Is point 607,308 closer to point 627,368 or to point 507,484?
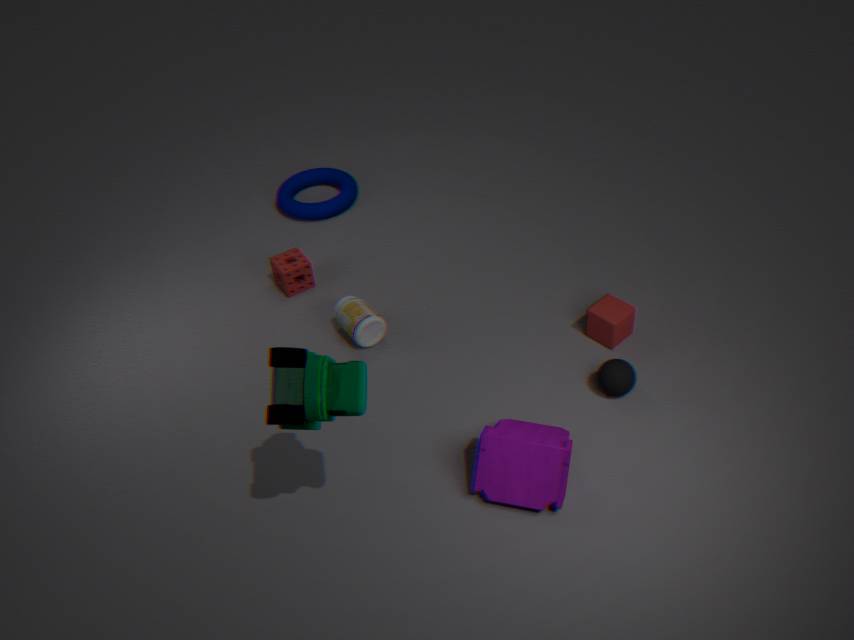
point 627,368
